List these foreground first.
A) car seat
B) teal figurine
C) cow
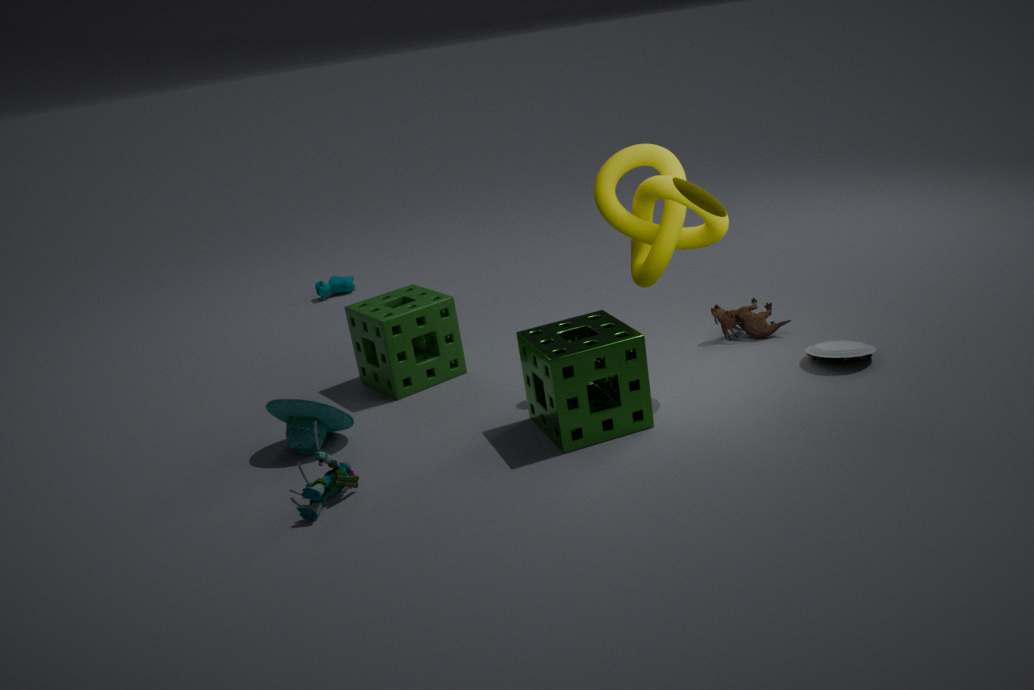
teal figurine, car seat, cow
